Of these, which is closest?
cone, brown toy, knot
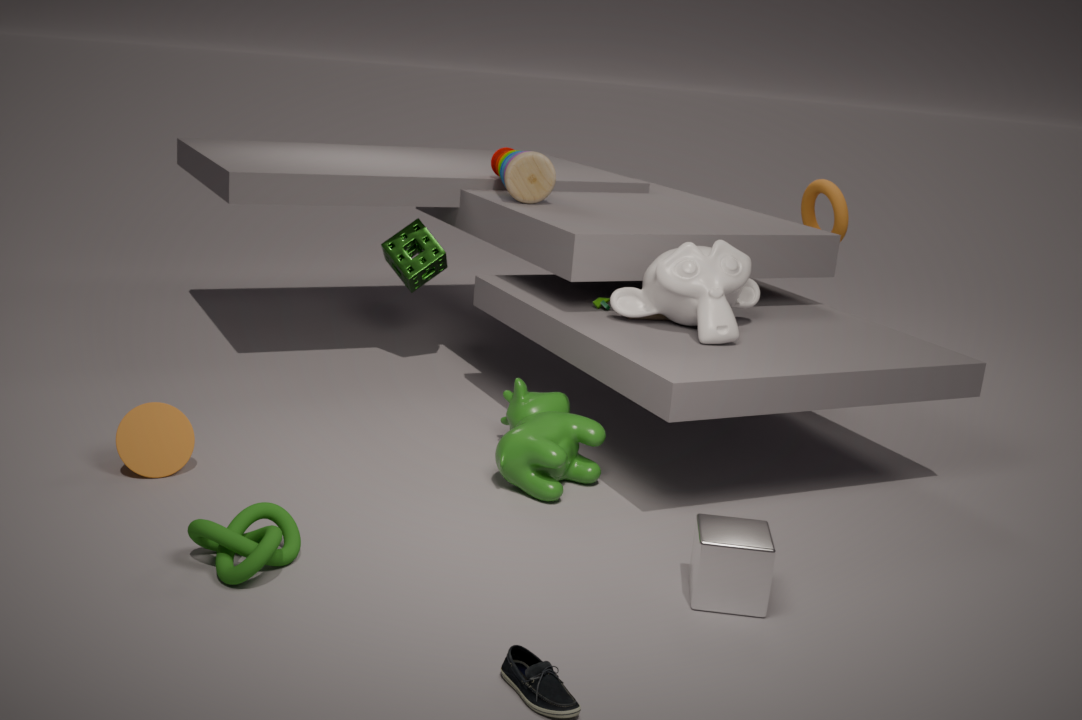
knot
